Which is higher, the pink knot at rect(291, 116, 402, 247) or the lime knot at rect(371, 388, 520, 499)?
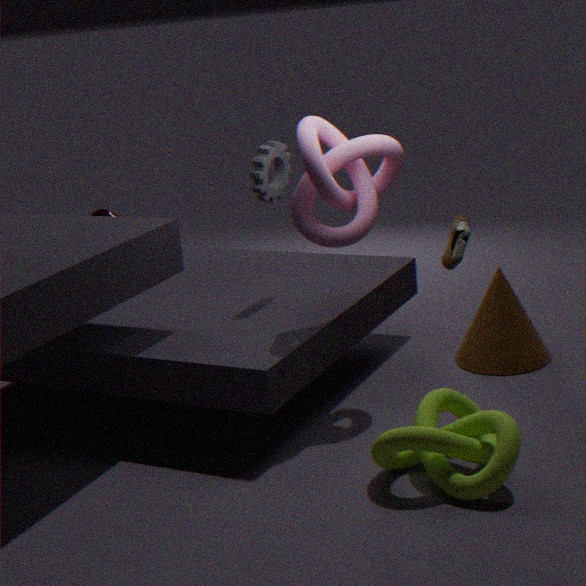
the pink knot at rect(291, 116, 402, 247)
